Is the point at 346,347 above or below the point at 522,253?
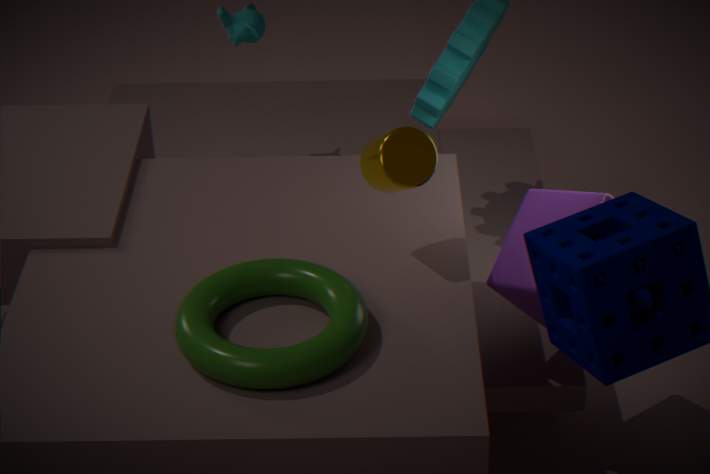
above
